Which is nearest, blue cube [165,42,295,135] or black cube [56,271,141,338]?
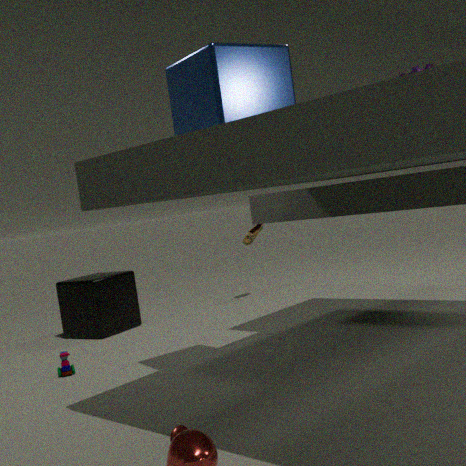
blue cube [165,42,295,135]
